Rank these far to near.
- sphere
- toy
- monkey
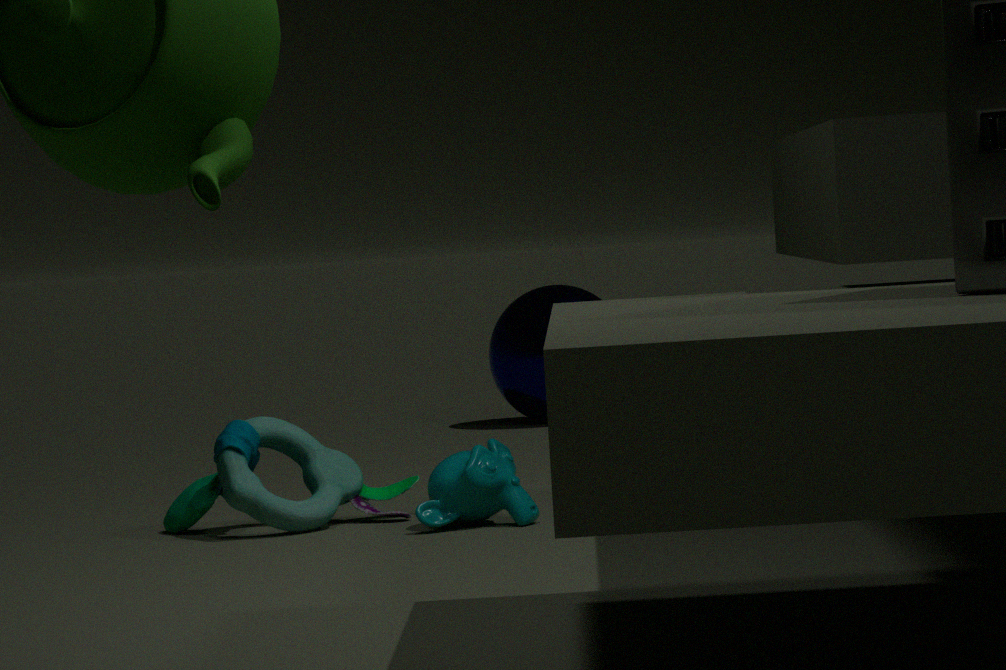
sphere
toy
monkey
